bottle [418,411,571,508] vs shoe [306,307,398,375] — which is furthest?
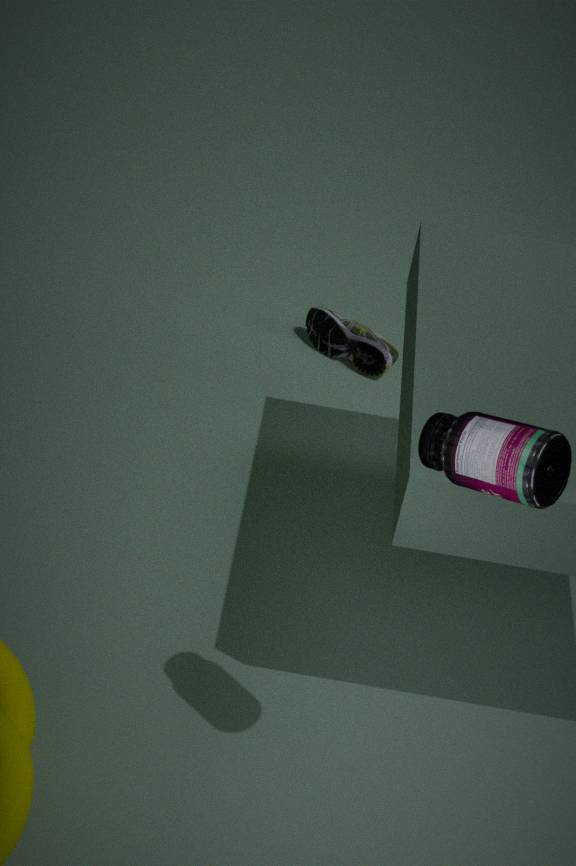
shoe [306,307,398,375]
